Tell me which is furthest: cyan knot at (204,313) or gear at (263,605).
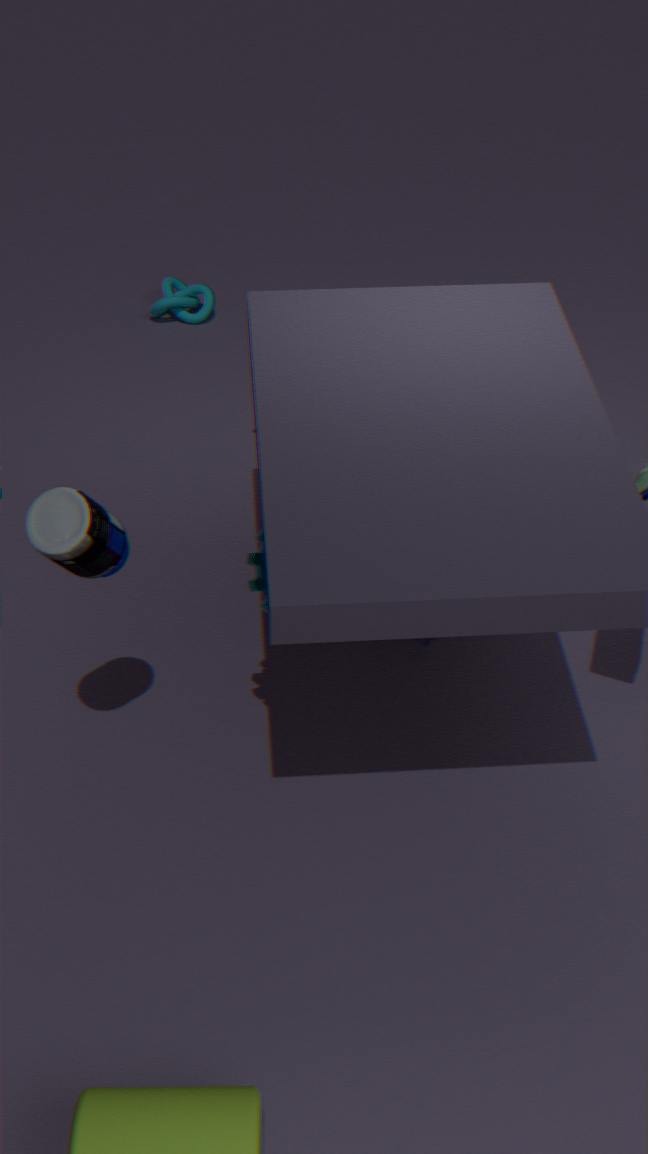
cyan knot at (204,313)
